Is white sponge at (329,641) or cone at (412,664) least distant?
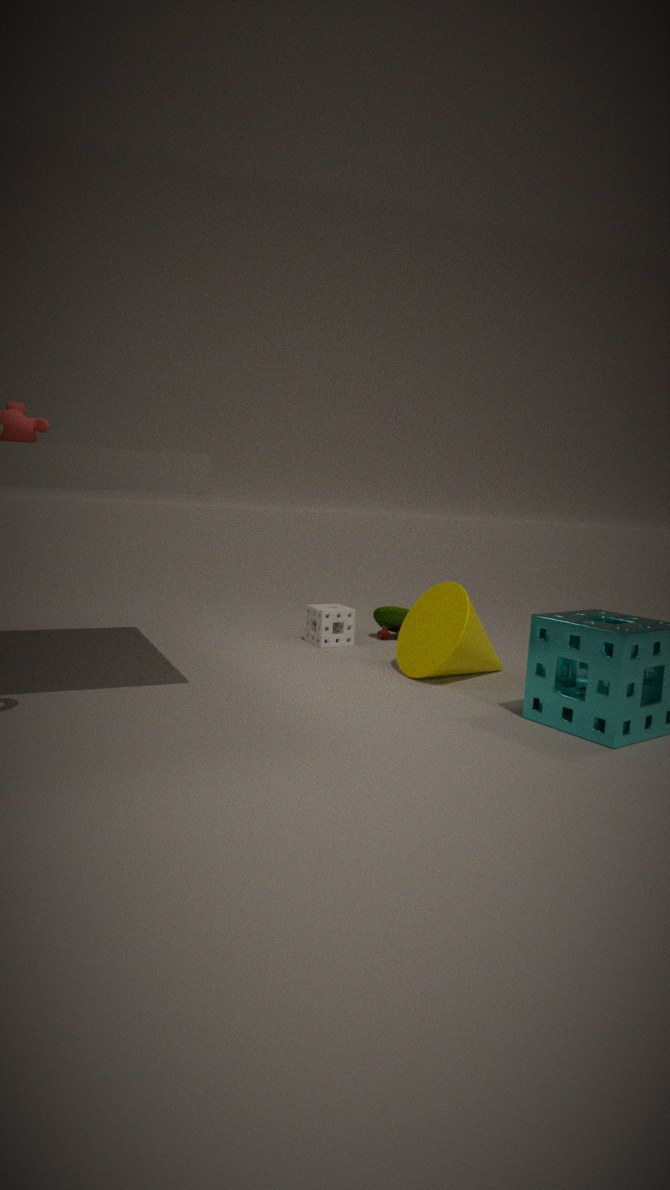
cone at (412,664)
